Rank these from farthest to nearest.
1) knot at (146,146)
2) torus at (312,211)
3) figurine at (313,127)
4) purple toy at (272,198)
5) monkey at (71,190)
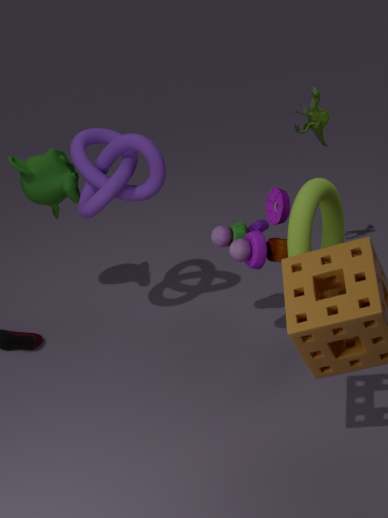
3. figurine at (313,127)
5. monkey at (71,190)
1. knot at (146,146)
4. purple toy at (272,198)
2. torus at (312,211)
